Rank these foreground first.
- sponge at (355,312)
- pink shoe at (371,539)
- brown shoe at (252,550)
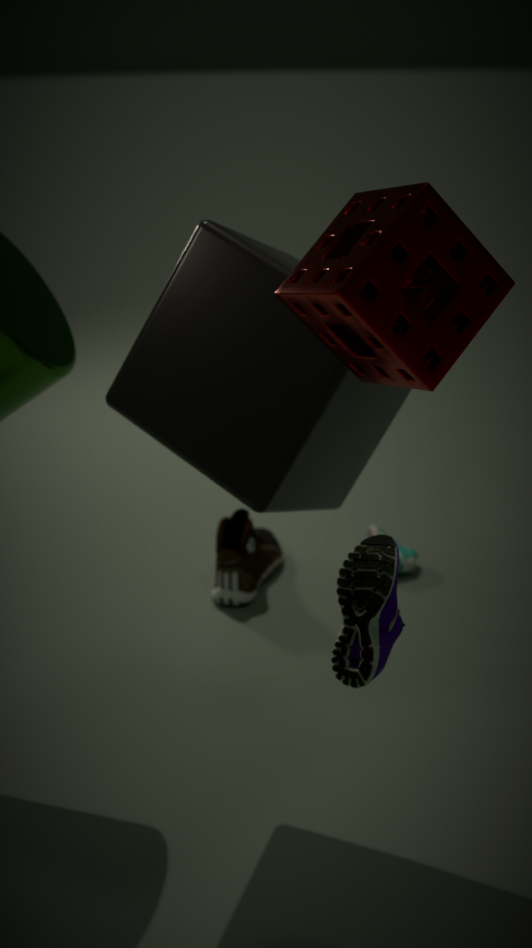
sponge at (355,312) < pink shoe at (371,539) < brown shoe at (252,550)
